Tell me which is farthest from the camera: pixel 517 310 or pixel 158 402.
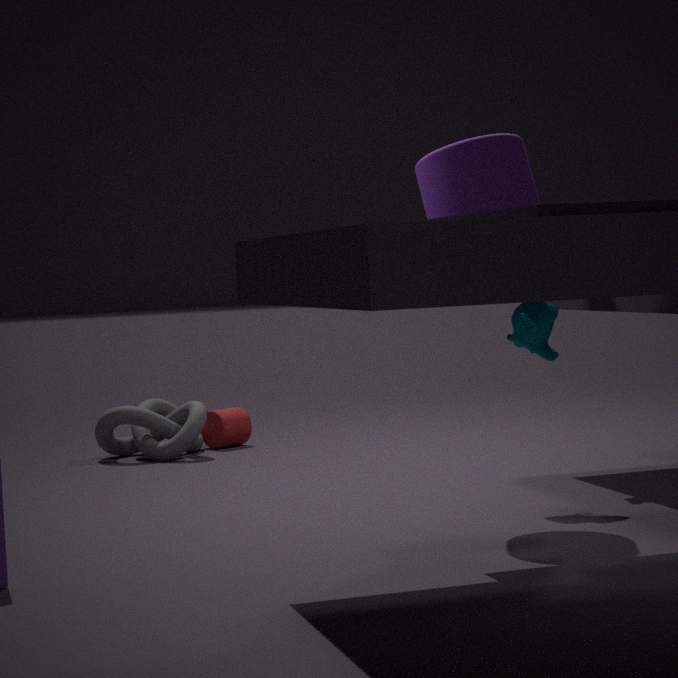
pixel 158 402
